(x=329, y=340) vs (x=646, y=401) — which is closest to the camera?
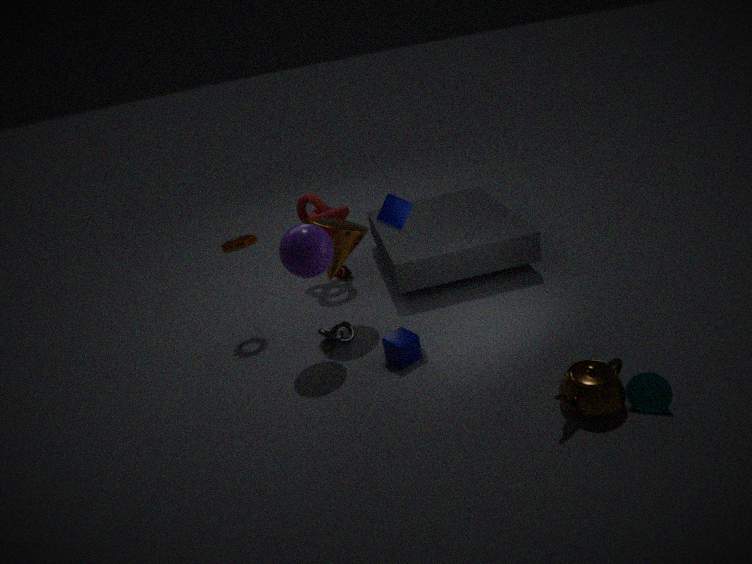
(x=646, y=401)
